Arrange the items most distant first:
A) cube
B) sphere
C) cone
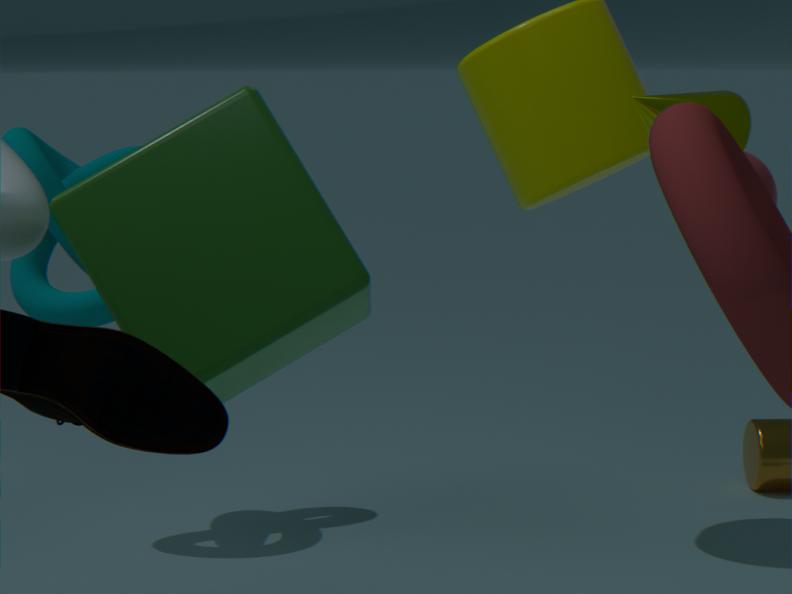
cone < sphere < cube
